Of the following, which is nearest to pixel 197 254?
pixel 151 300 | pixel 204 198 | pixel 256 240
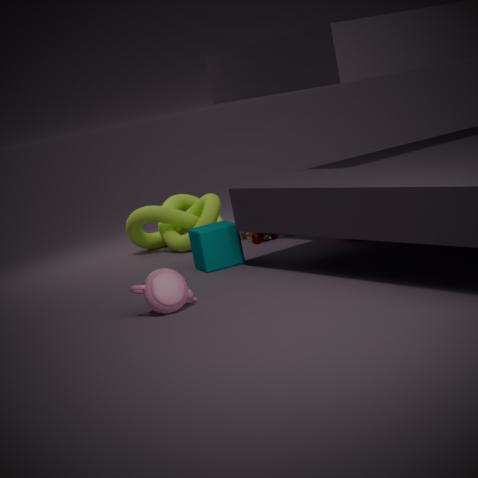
pixel 256 240
